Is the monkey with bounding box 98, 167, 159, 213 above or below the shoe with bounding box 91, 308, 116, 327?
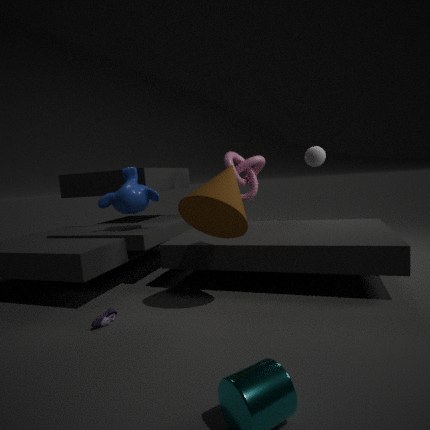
above
